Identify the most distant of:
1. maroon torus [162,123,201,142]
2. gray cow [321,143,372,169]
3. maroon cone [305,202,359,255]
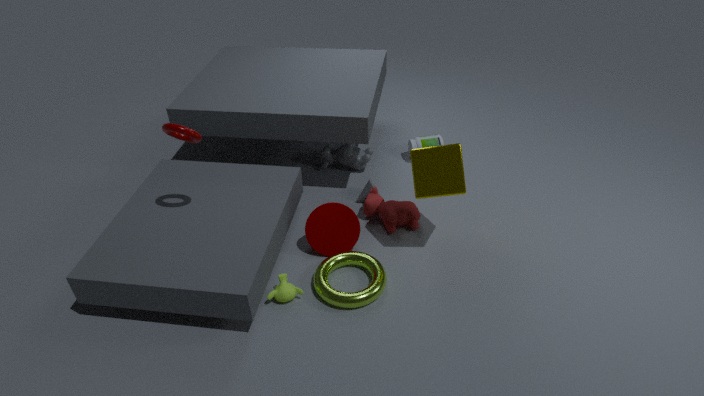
gray cow [321,143,372,169]
